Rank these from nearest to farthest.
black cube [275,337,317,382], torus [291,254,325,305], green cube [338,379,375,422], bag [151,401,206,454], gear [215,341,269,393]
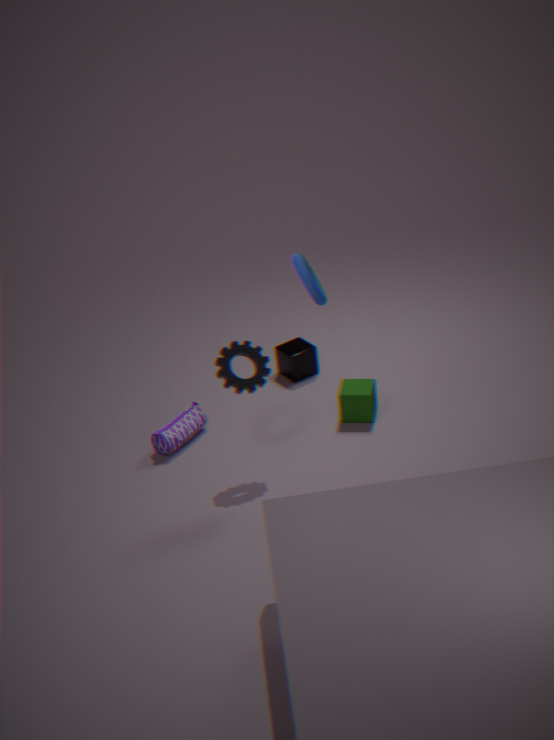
Answer: torus [291,254,325,305], gear [215,341,269,393], bag [151,401,206,454], green cube [338,379,375,422], black cube [275,337,317,382]
